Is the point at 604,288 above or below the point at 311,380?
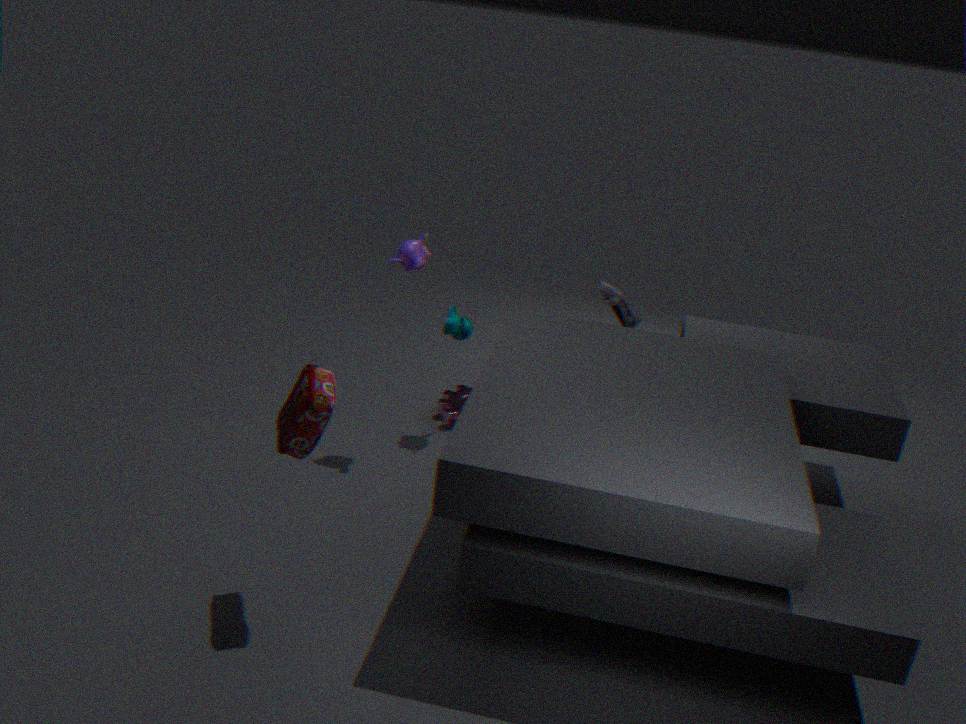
above
